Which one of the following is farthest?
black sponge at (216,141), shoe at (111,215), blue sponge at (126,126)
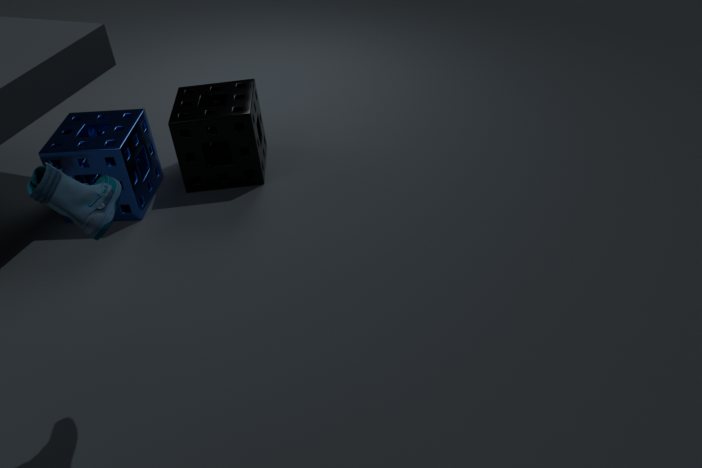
black sponge at (216,141)
